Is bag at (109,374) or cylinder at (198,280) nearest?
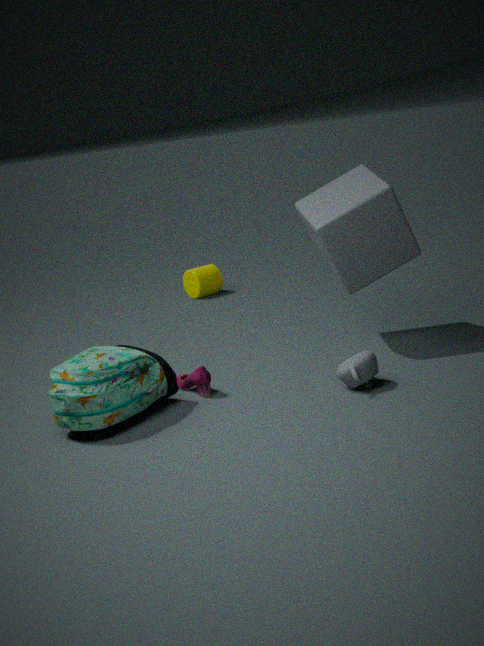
bag at (109,374)
